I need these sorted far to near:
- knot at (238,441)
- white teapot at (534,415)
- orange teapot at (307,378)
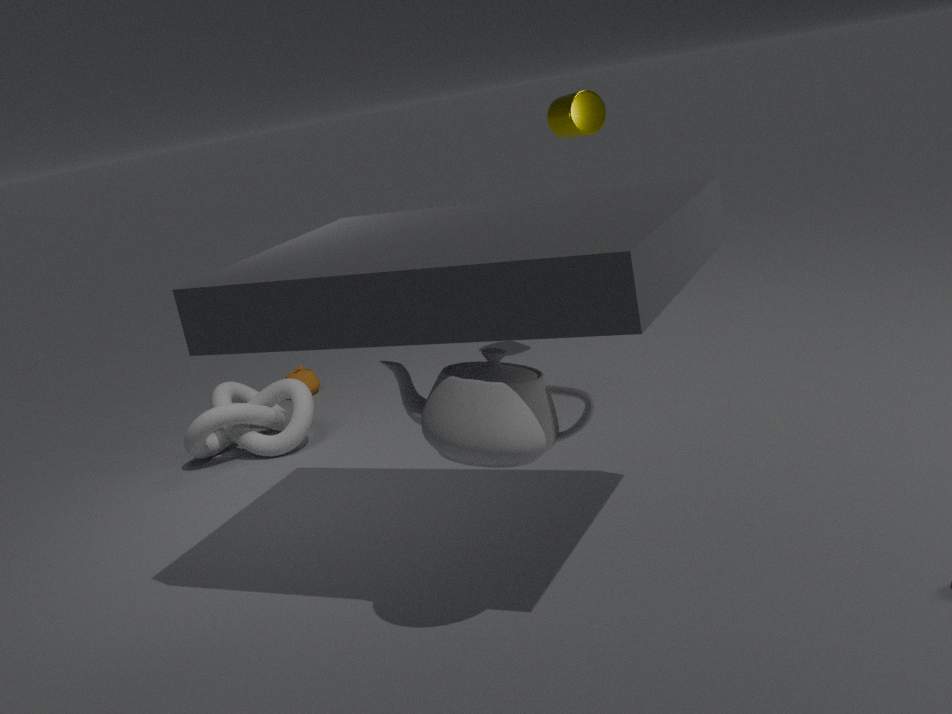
orange teapot at (307,378) < knot at (238,441) < white teapot at (534,415)
